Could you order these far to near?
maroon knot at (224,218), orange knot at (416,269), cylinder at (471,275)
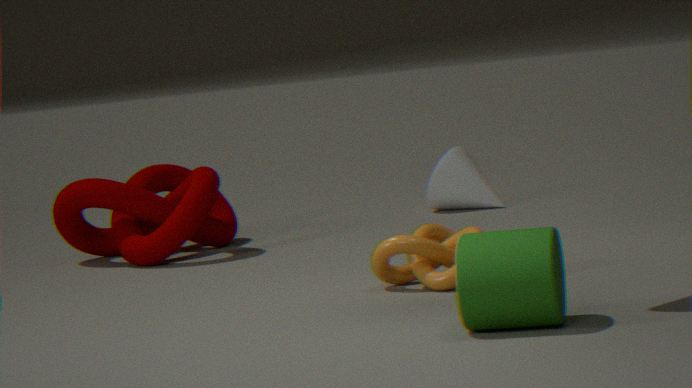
1. maroon knot at (224,218)
2. orange knot at (416,269)
3. cylinder at (471,275)
